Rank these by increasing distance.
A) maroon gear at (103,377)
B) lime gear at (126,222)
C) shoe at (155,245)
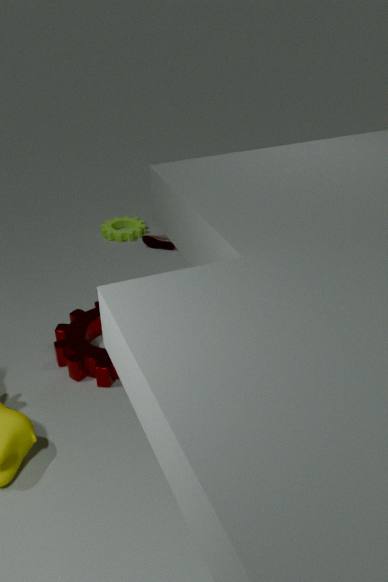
maroon gear at (103,377) < shoe at (155,245) < lime gear at (126,222)
